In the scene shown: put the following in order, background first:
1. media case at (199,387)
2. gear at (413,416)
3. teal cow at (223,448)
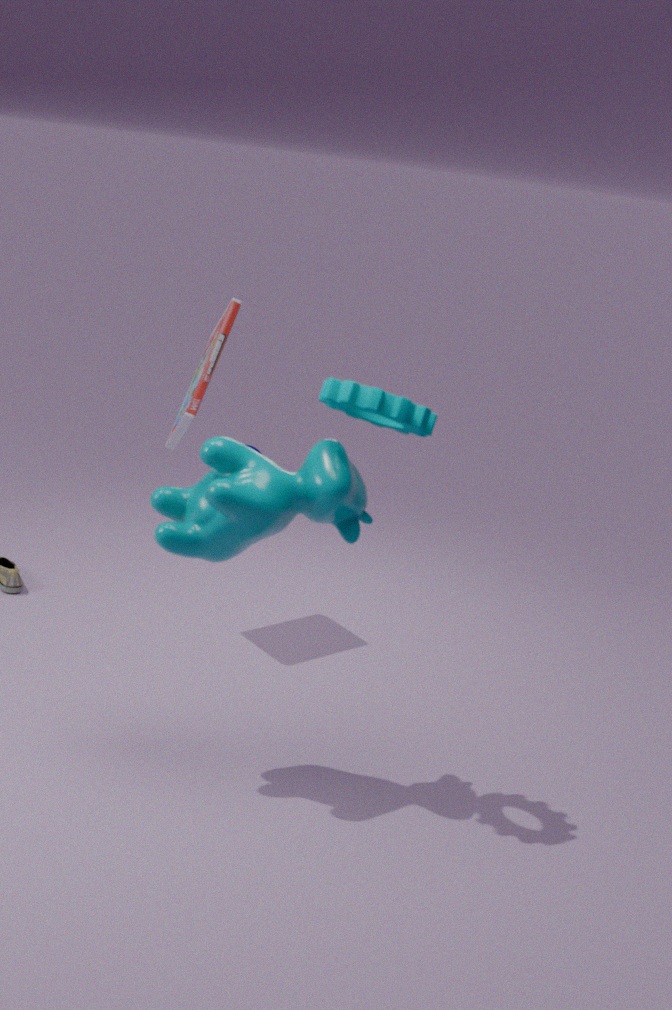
media case at (199,387)
teal cow at (223,448)
gear at (413,416)
